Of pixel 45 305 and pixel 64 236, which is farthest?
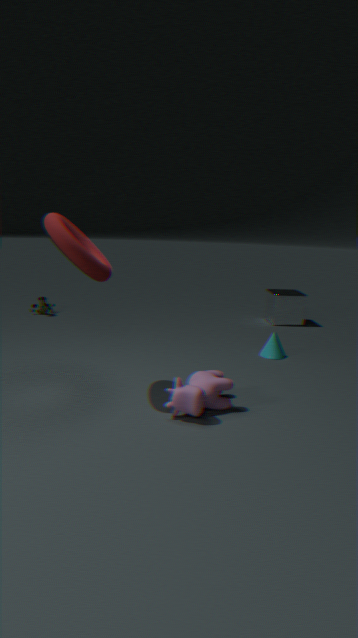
pixel 45 305
